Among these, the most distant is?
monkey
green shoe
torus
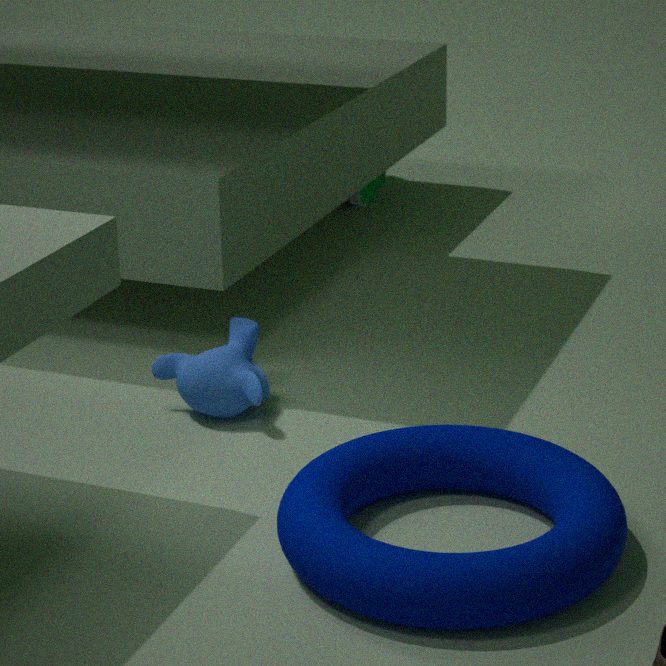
green shoe
